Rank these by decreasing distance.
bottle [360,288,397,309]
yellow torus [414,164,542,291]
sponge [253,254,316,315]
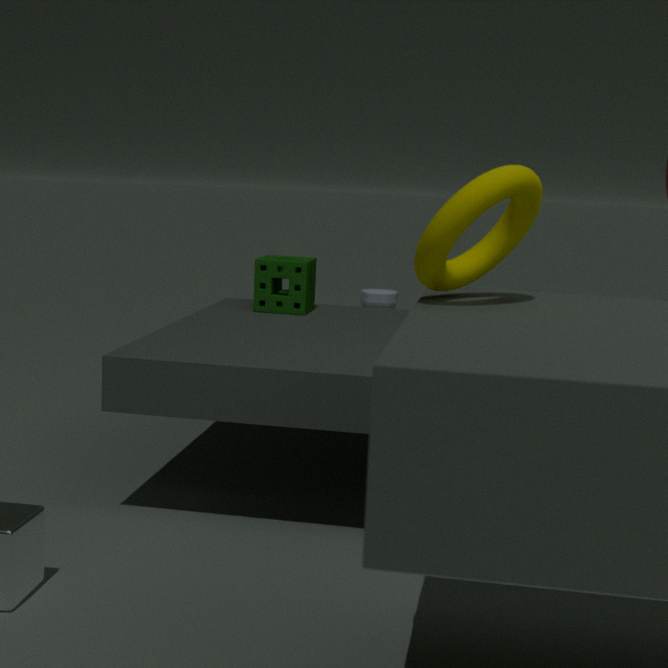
bottle [360,288,397,309]
sponge [253,254,316,315]
yellow torus [414,164,542,291]
